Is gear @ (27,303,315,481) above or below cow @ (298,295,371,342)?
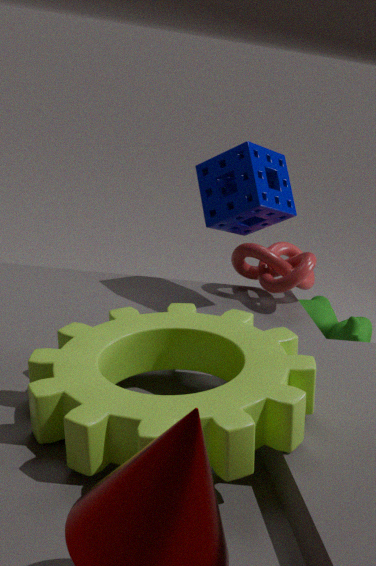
above
